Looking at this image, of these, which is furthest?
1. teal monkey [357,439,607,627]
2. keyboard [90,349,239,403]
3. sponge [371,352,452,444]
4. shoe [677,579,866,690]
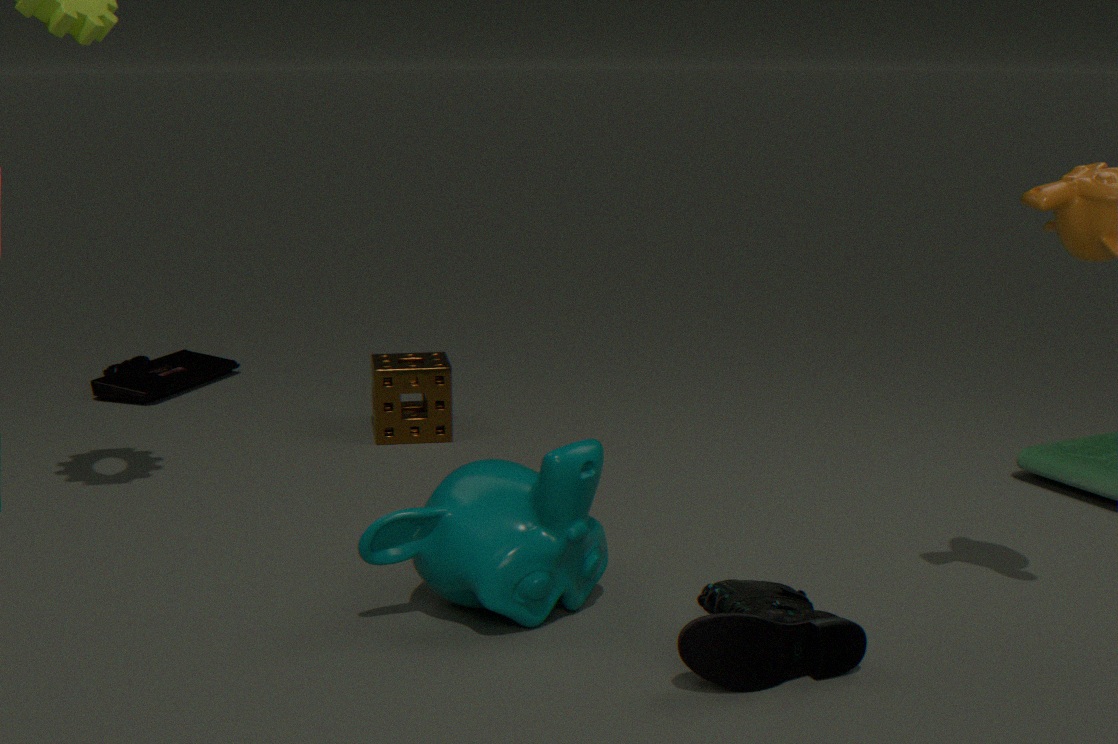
keyboard [90,349,239,403]
